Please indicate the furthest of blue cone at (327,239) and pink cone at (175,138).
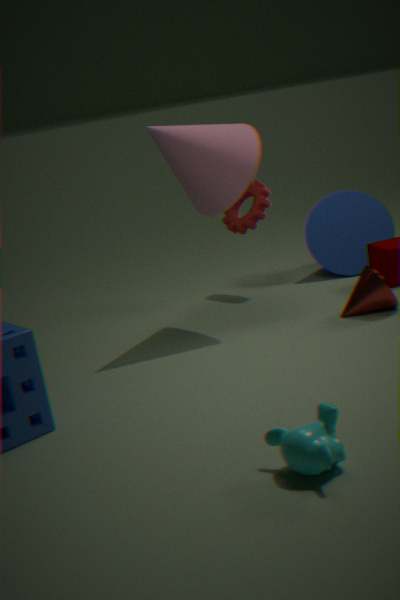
blue cone at (327,239)
